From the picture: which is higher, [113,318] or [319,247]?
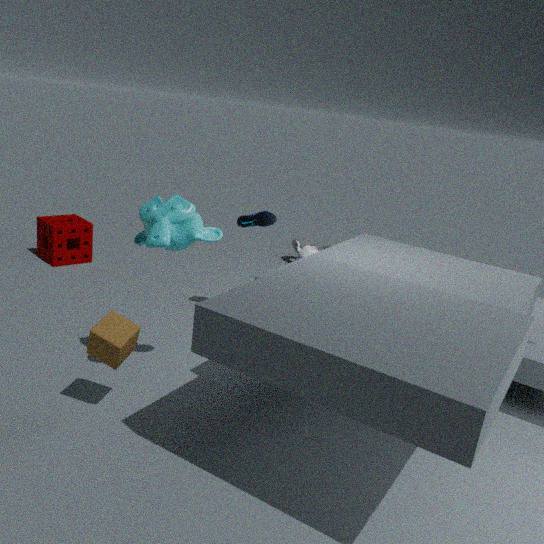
[113,318]
